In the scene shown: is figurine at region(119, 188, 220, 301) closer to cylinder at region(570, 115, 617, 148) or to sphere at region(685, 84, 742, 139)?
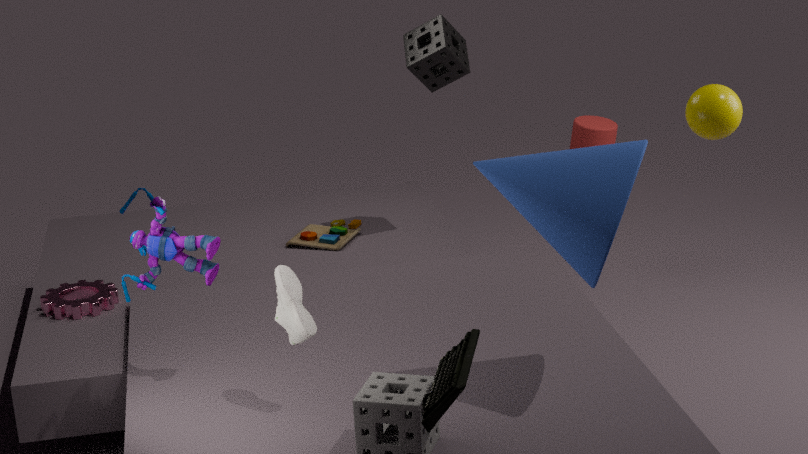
sphere at region(685, 84, 742, 139)
